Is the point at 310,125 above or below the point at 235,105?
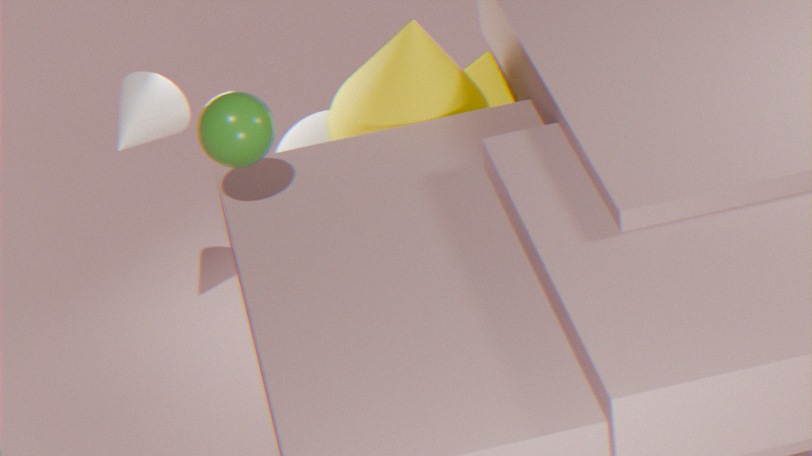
below
